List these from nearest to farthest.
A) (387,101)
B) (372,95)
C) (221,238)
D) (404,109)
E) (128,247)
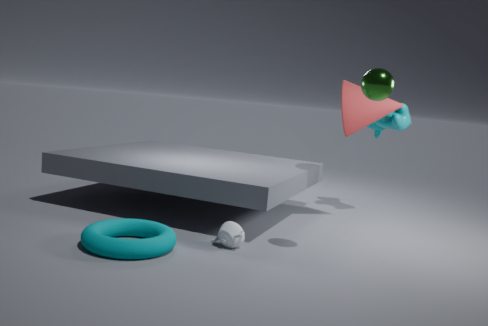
(128,247)
(372,95)
(221,238)
(387,101)
(404,109)
